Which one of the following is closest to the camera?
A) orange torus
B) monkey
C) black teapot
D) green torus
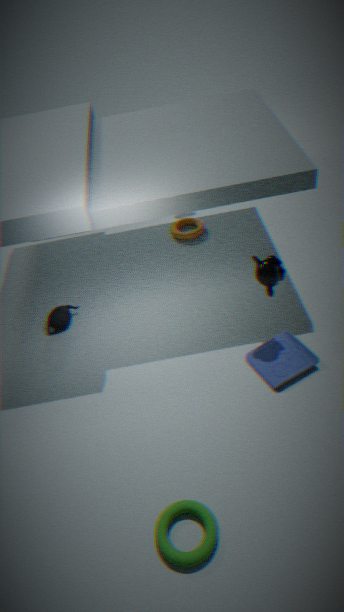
green torus
